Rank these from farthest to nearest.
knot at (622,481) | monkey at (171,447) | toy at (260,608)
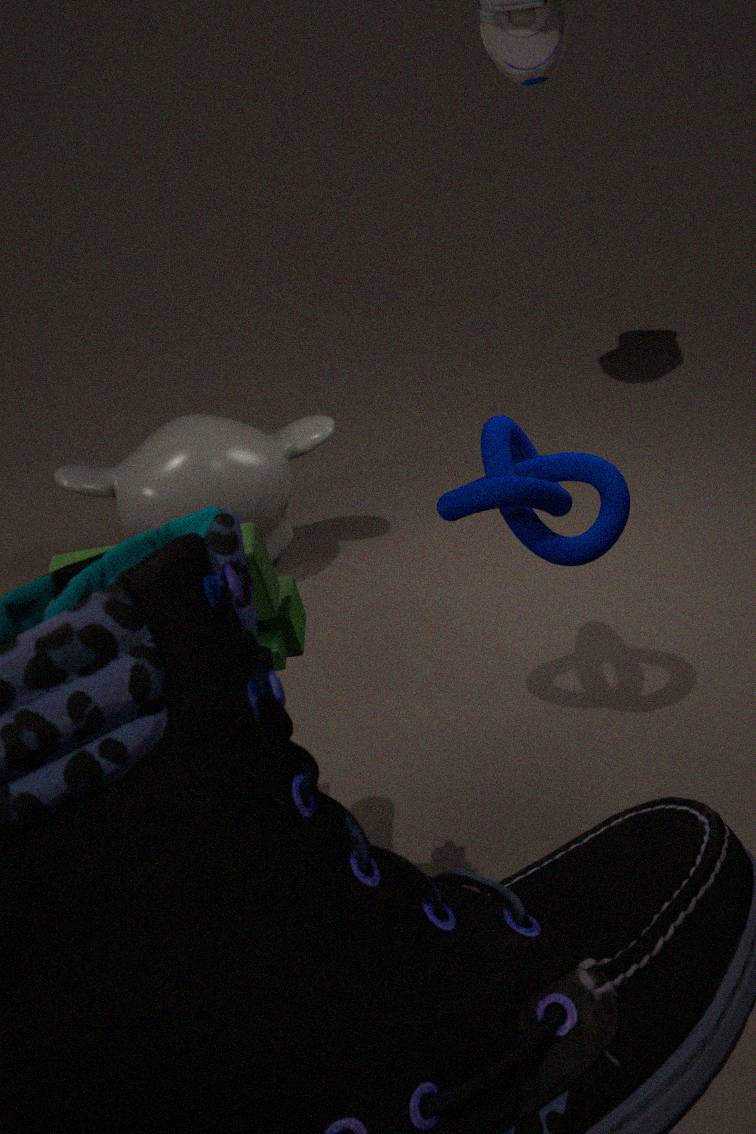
monkey at (171,447)
knot at (622,481)
toy at (260,608)
